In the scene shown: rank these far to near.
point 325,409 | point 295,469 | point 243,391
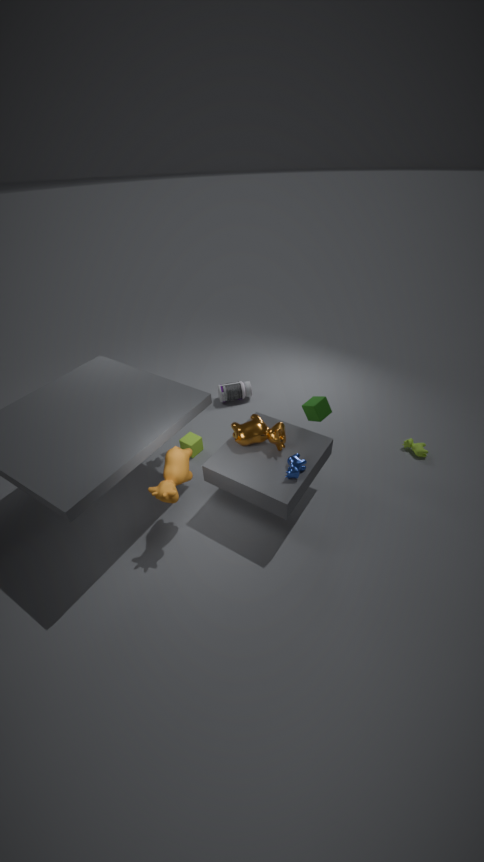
1. point 243,391
2. point 325,409
3. point 295,469
